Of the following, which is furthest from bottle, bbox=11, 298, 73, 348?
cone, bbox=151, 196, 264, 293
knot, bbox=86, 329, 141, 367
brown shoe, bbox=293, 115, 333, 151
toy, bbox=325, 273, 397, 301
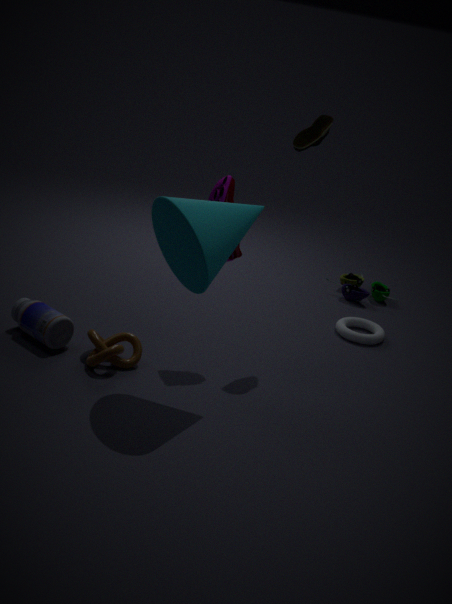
toy, bbox=325, 273, 397, 301
